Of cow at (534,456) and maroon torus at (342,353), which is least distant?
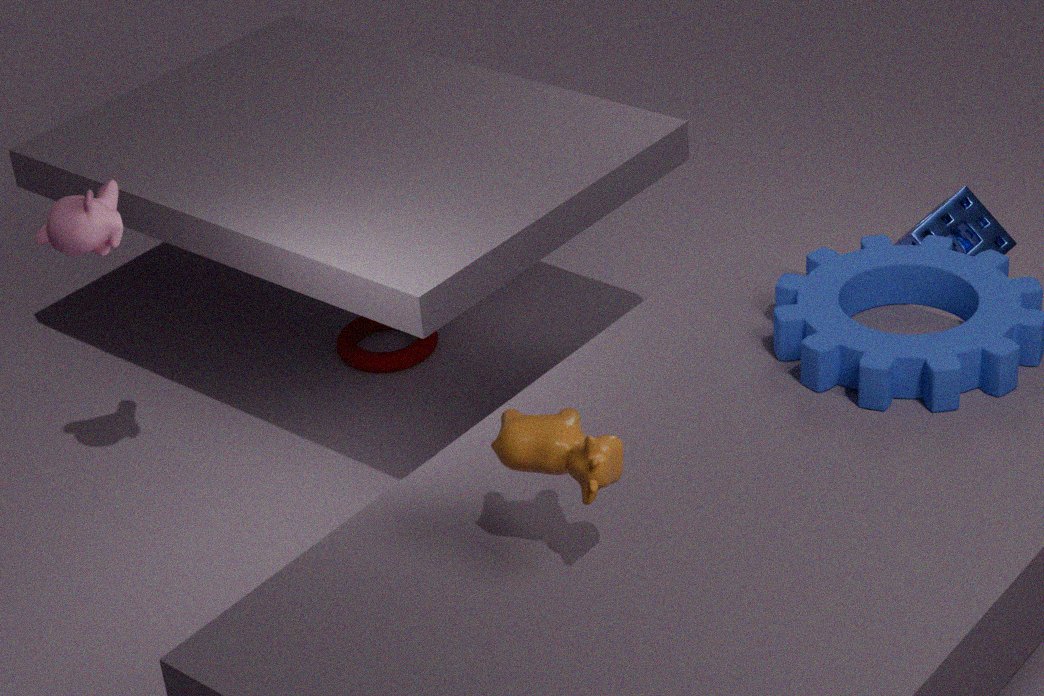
cow at (534,456)
